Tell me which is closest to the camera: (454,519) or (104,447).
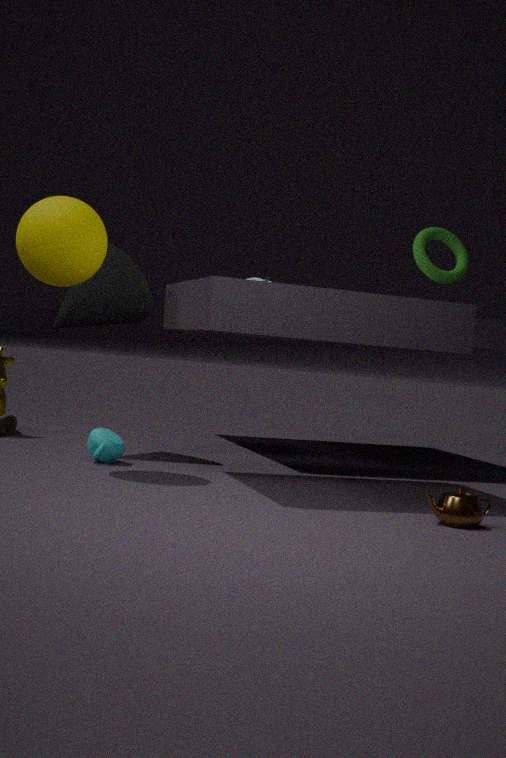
(454,519)
